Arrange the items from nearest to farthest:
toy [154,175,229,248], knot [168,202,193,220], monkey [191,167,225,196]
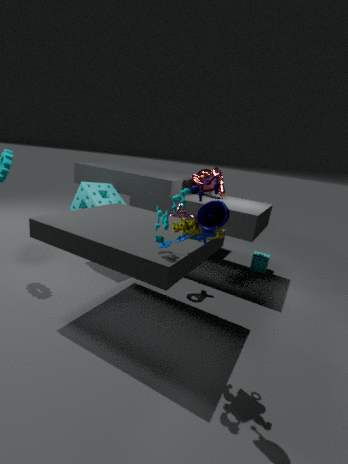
toy [154,175,229,248], knot [168,202,193,220], monkey [191,167,225,196]
